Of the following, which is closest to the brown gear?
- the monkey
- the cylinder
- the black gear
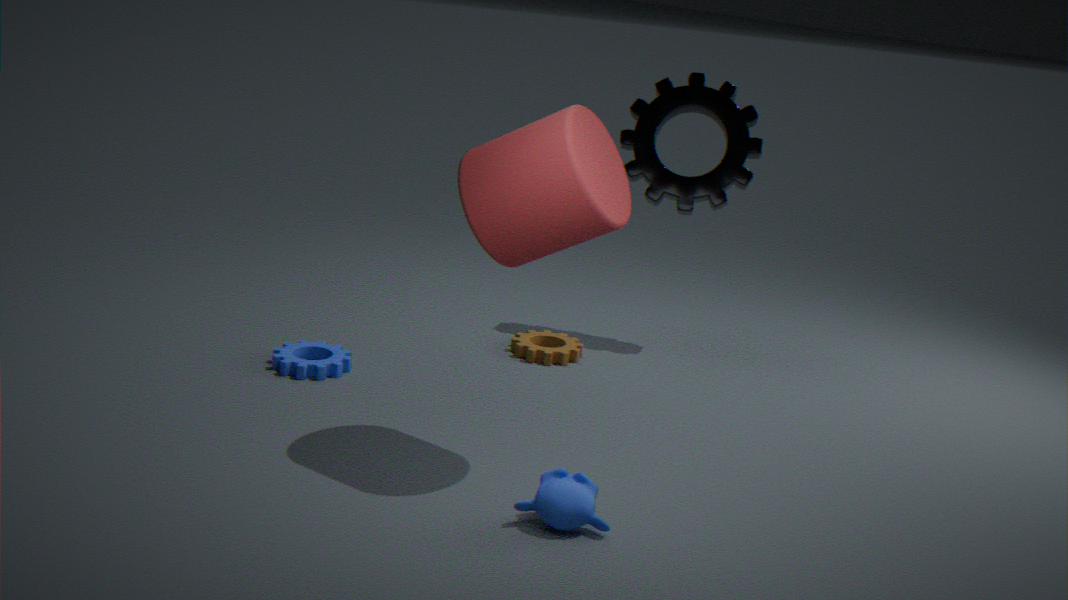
the black gear
